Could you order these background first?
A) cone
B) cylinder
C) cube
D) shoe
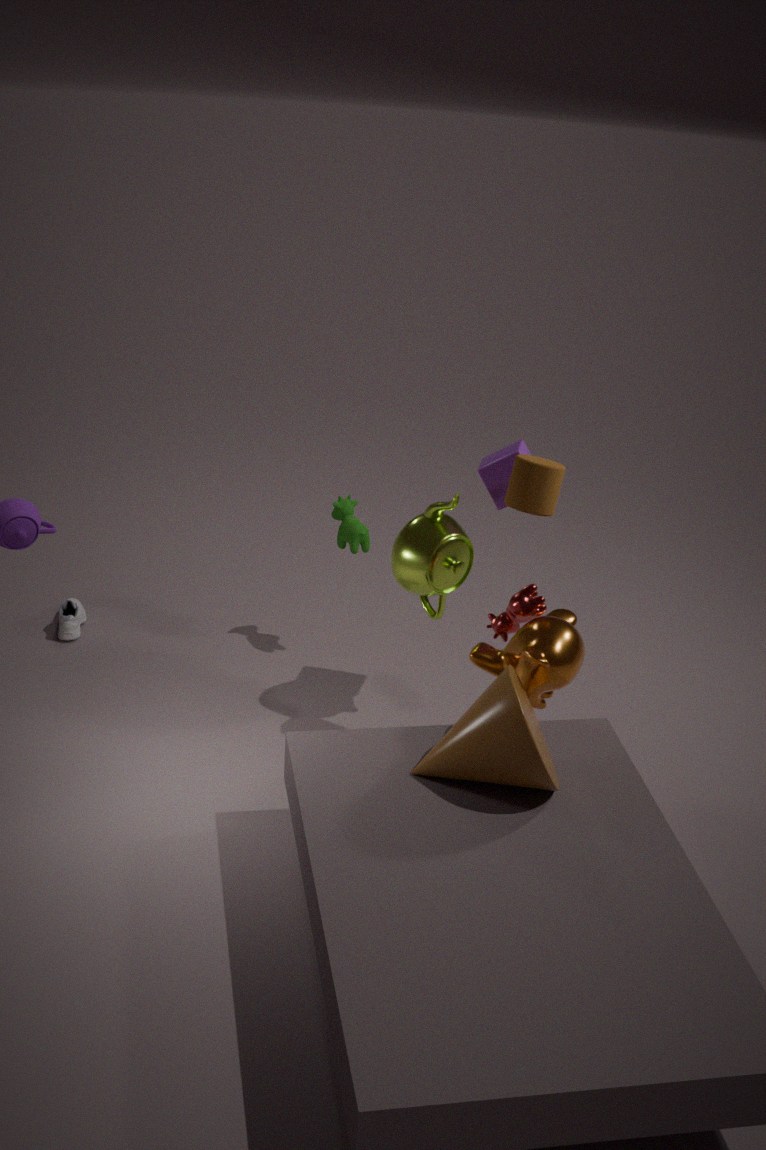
shoe → cube → cylinder → cone
